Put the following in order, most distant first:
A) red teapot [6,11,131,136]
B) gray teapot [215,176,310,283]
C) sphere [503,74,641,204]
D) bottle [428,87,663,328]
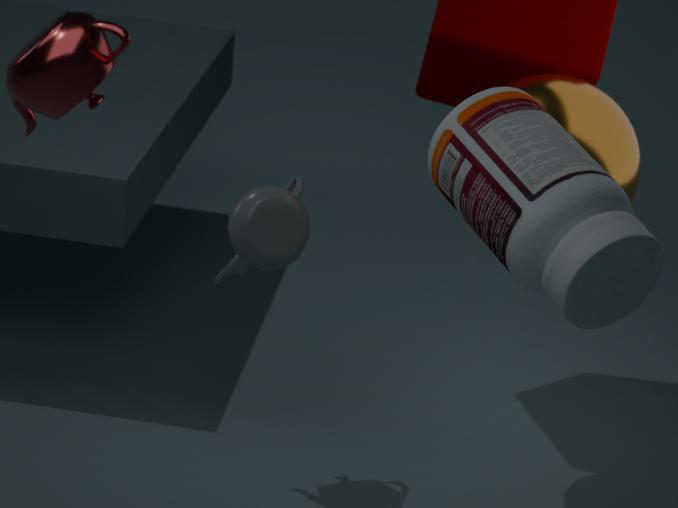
gray teapot [215,176,310,283]
sphere [503,74,641,204]
bottle [428,87,663,328]
red teapot [6,11,131,136]
